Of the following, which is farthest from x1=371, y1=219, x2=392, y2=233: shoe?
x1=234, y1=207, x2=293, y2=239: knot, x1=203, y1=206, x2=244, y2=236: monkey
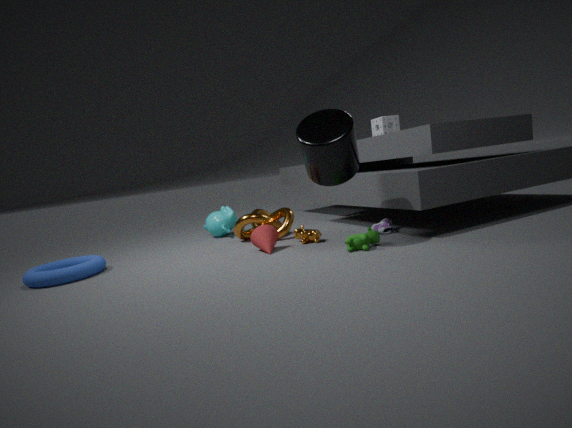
x1=203, y1=206, x2=244, y2=236: monkey
